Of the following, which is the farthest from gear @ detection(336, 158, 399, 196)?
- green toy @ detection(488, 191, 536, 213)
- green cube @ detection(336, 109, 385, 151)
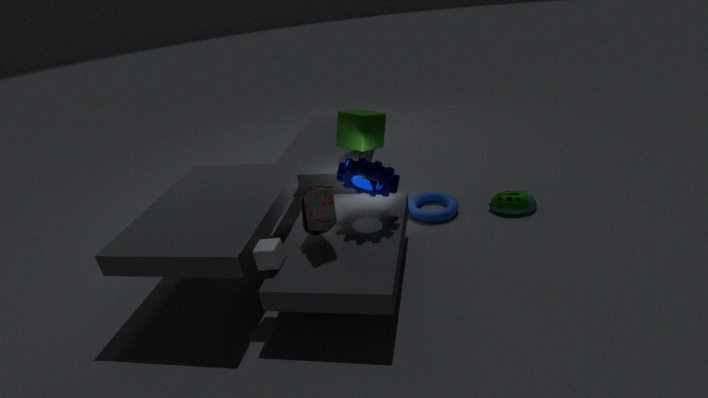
green toy @ detection(488, 191, 536, 213)
